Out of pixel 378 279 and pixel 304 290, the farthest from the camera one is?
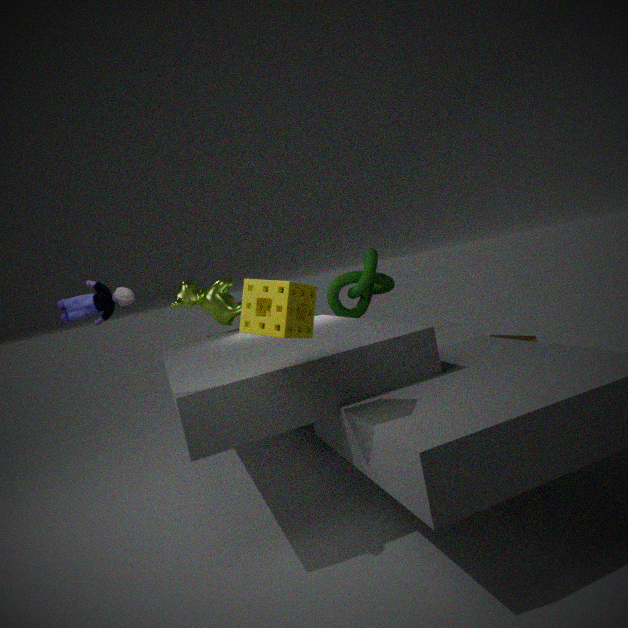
pixel 378 279
